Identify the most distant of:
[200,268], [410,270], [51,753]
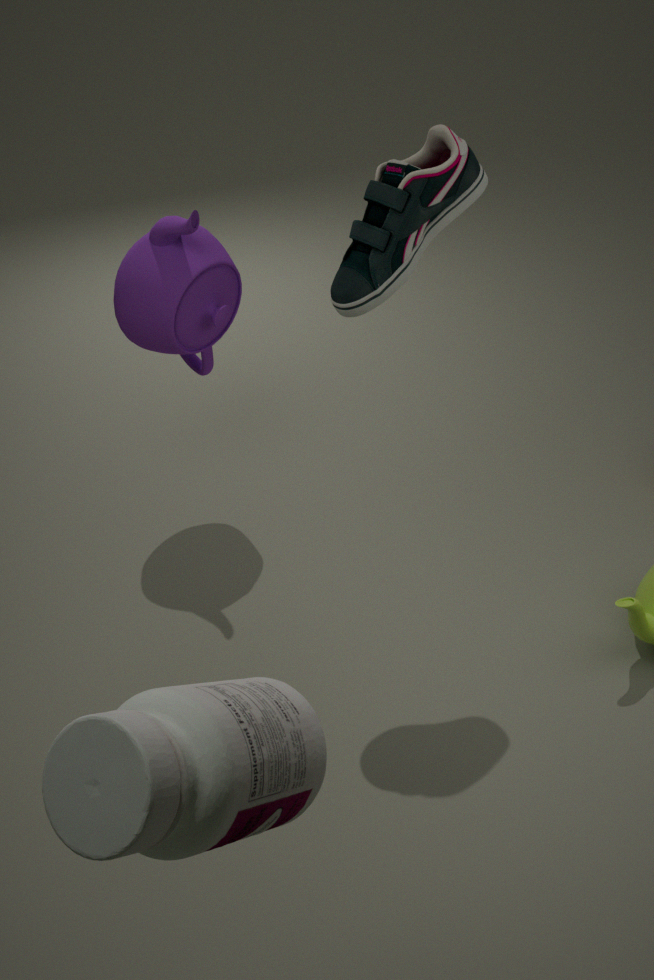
[200,268]
